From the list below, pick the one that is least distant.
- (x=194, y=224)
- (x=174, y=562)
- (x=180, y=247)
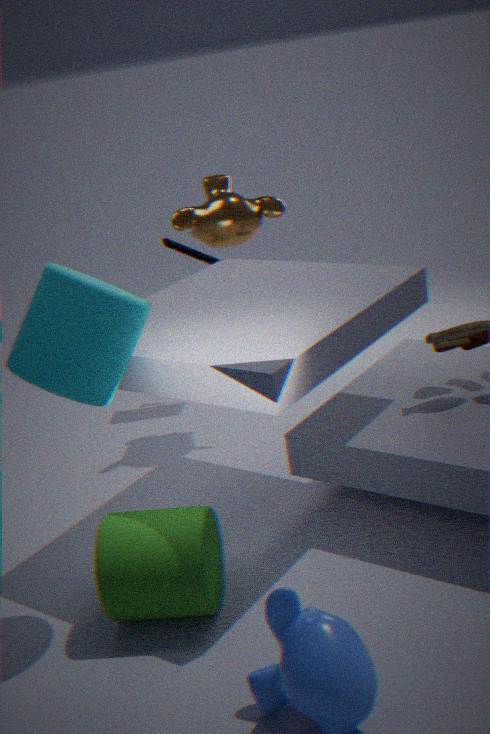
(x=174, y=562)
